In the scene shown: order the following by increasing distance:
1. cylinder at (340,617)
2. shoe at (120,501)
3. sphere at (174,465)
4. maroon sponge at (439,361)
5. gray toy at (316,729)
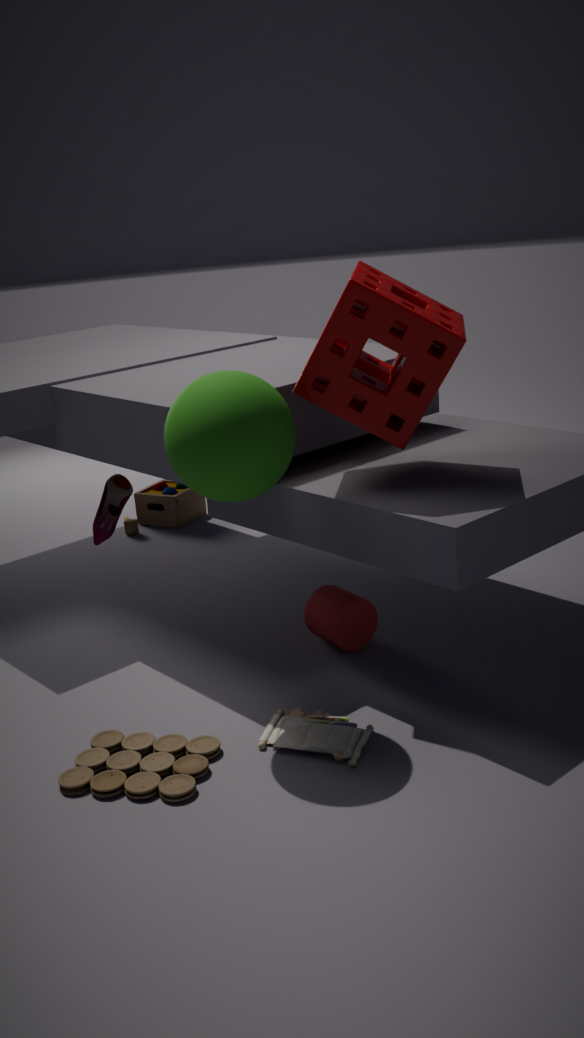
sphere at (174,465), gray toy at (316,729), maroon sponge at (439,361), cylinder at (340,617), shoe at (120,501)
